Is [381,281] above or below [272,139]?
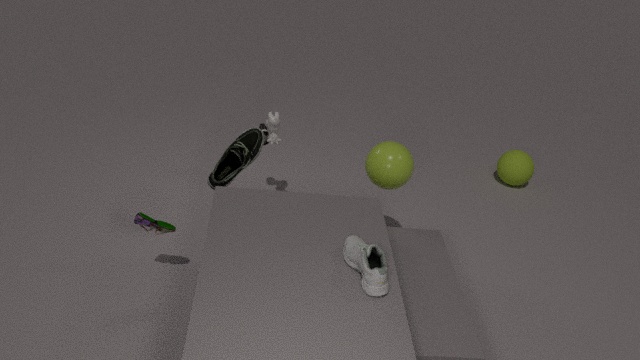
above
